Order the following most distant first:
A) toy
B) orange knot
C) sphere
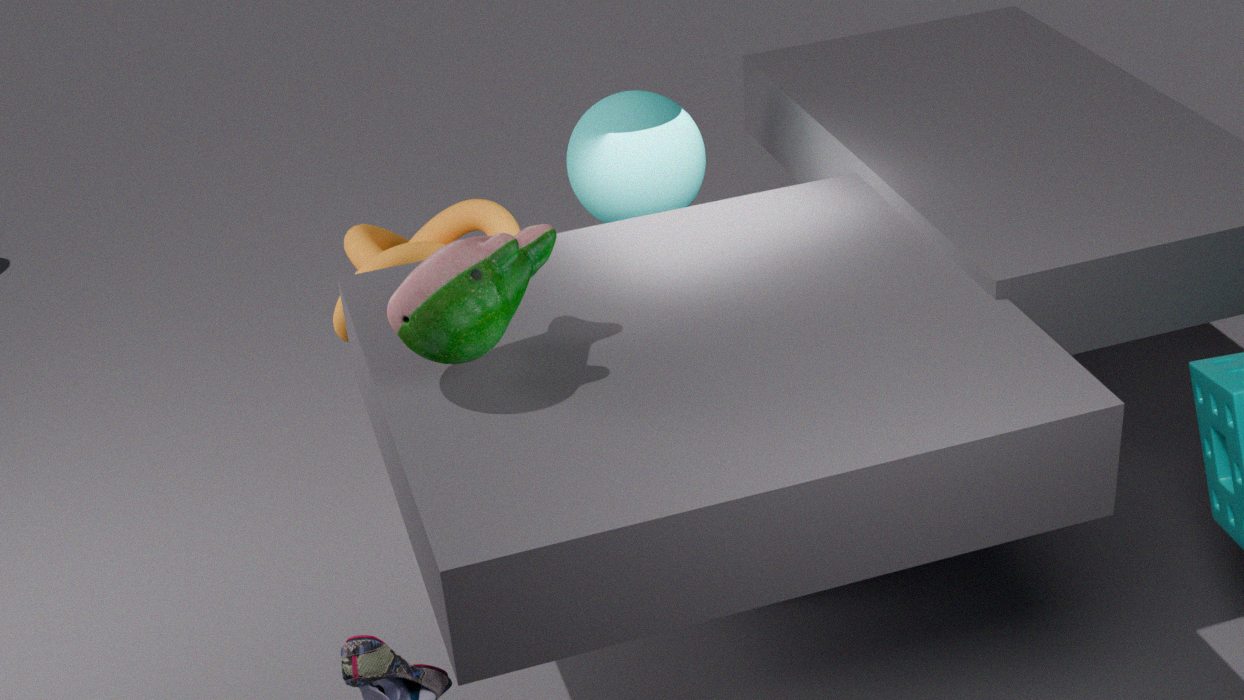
orange knot → sphere → toy
